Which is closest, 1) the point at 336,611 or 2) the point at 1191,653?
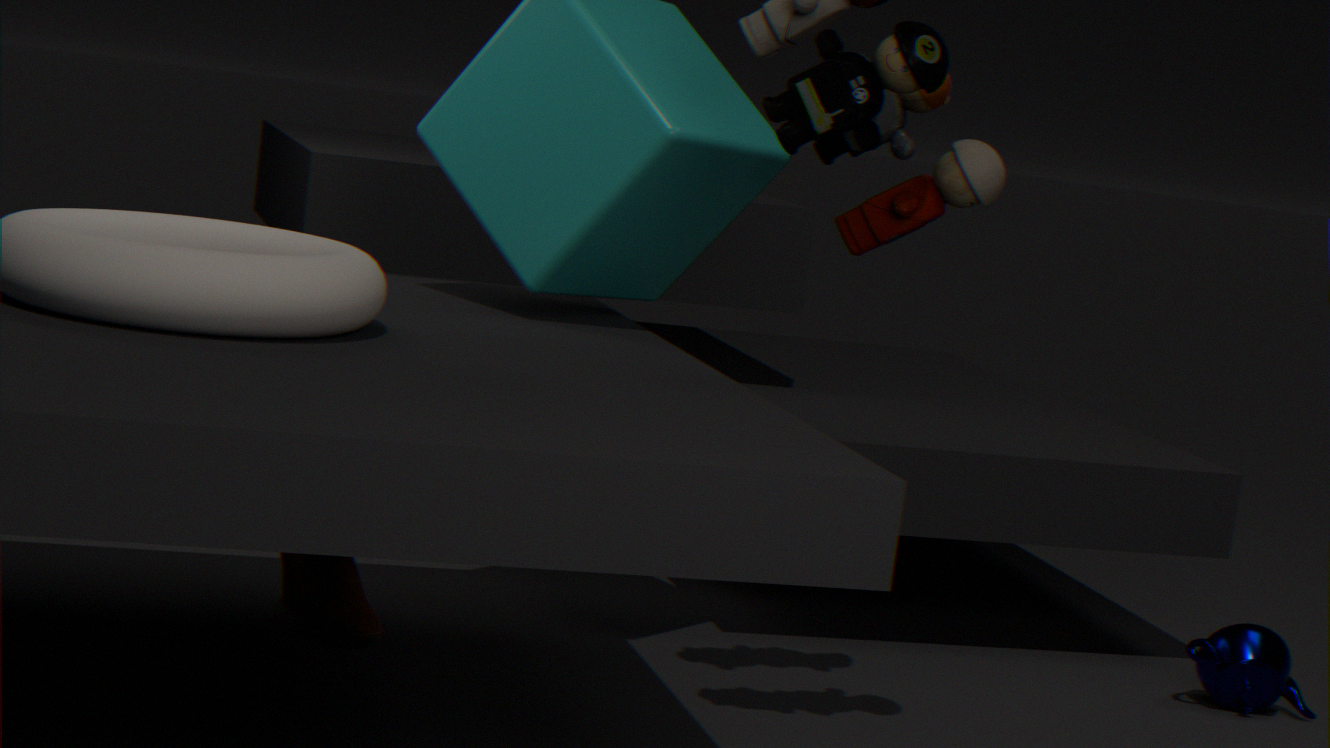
1. the point at 336,611
